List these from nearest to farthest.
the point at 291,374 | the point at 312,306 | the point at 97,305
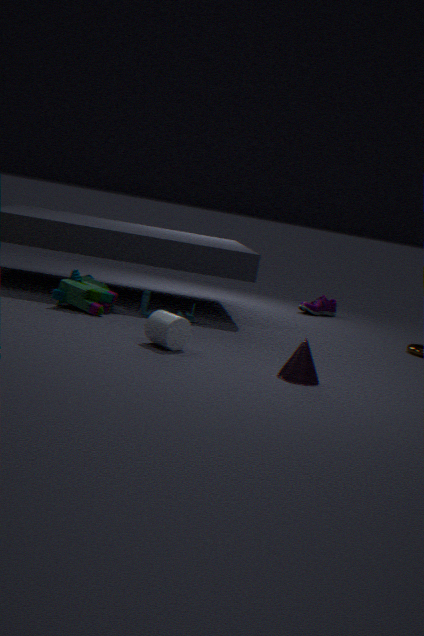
the point at 291,374 → the point at 97,305 → the point at 312,306
